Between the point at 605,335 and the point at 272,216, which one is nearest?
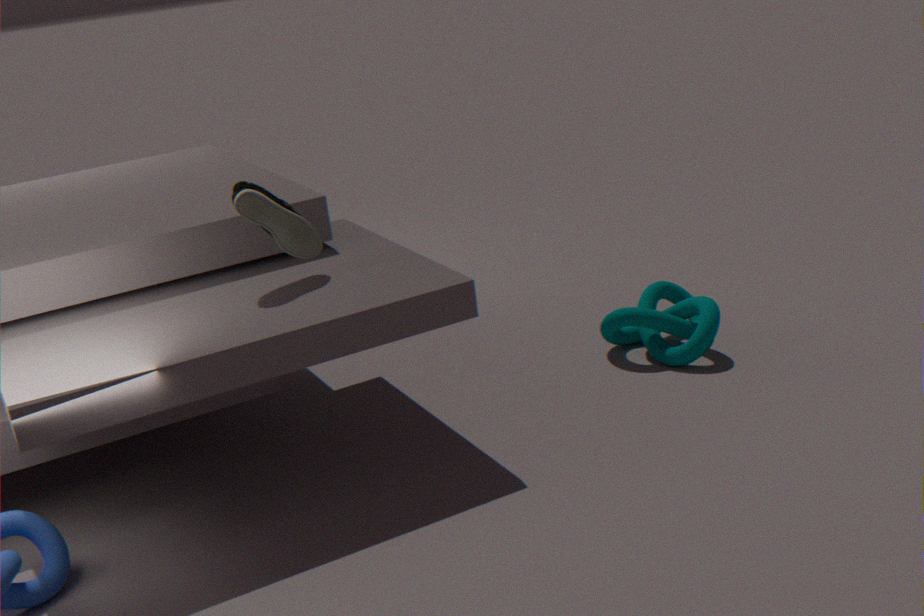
the point at 272,216
